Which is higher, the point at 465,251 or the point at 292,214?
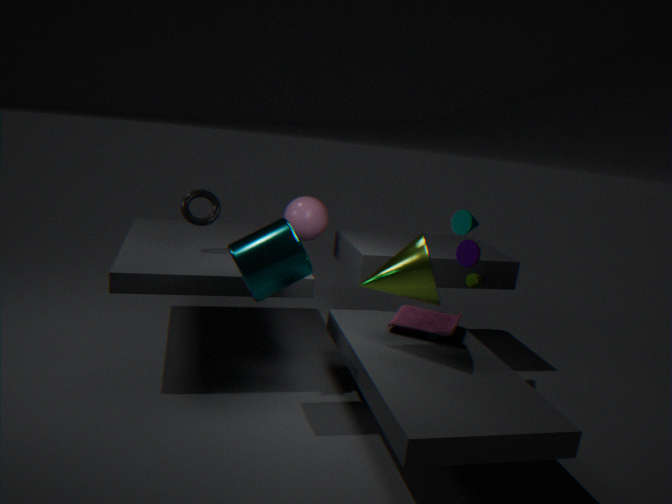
the point at 465,251
